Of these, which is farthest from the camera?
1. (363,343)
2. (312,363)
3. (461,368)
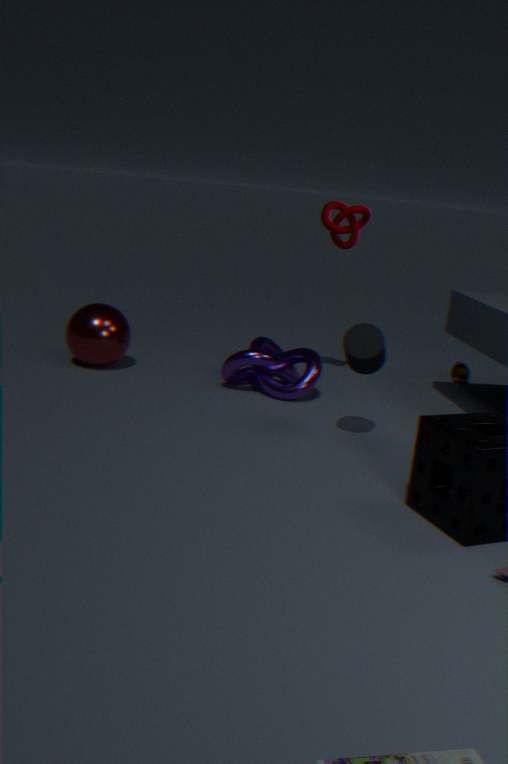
(461,368)
